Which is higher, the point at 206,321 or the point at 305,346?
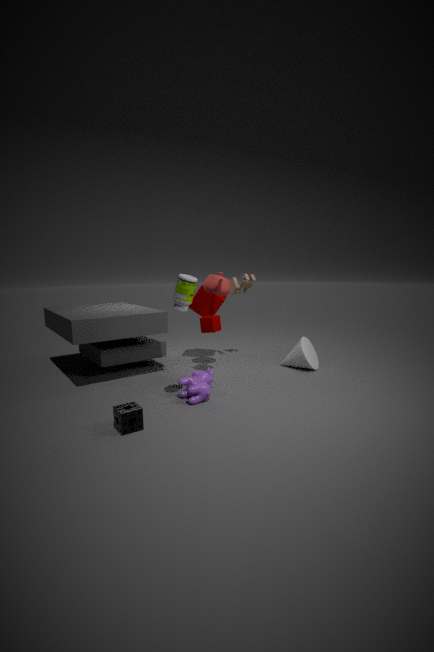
the point at 206,321
